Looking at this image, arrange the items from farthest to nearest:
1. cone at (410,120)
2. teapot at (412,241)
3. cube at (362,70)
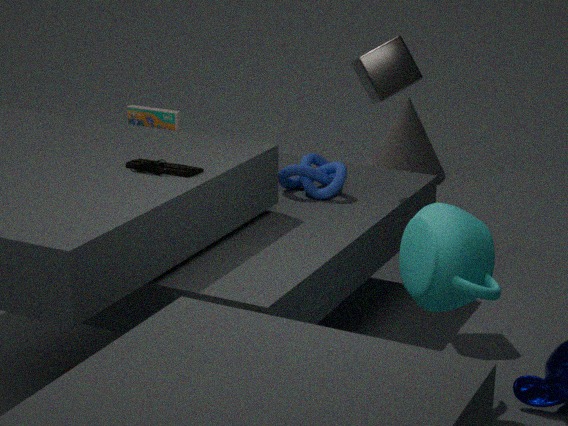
cone at (410,120) < cube at (362,70) < teapot at (412,241)
